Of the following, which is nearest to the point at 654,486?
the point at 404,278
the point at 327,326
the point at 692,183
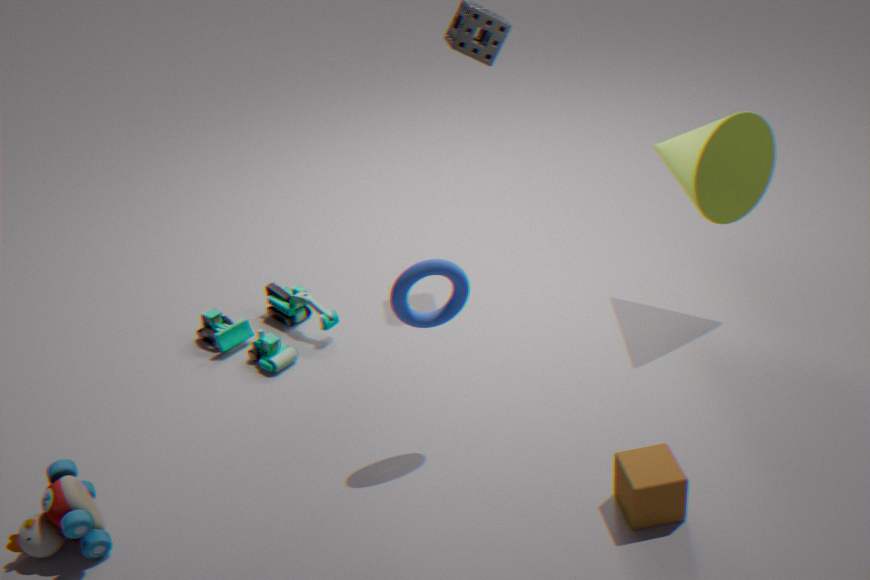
the point at 404,278
